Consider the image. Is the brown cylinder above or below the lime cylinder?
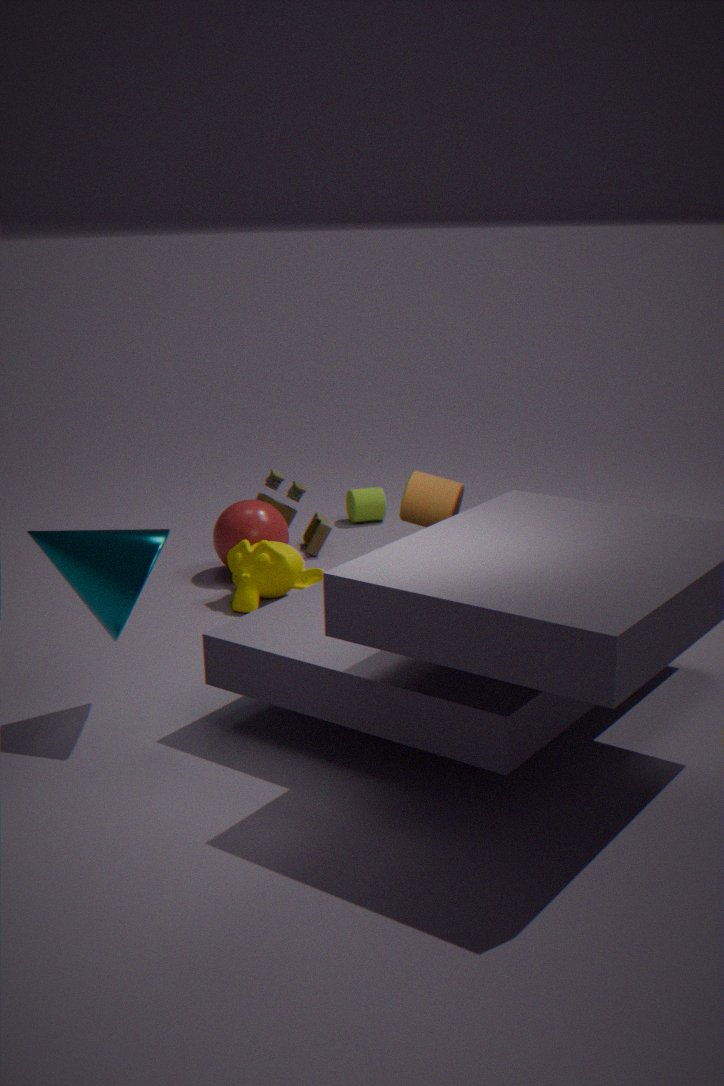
above
